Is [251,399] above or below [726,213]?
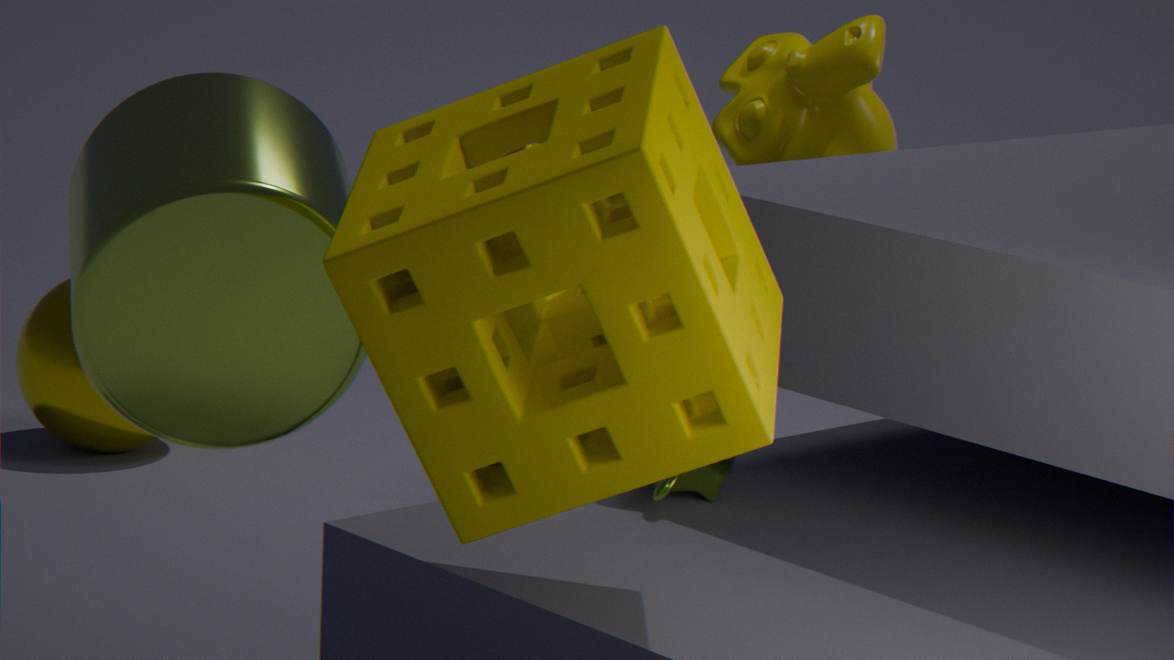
below
